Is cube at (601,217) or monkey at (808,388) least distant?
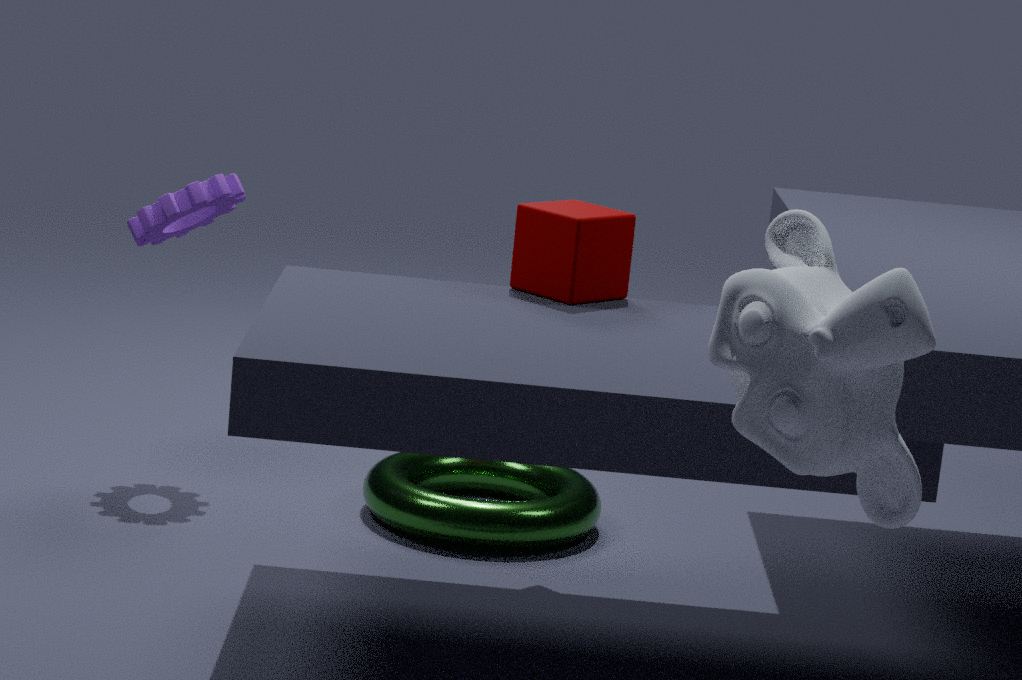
monkey at (808,388)
